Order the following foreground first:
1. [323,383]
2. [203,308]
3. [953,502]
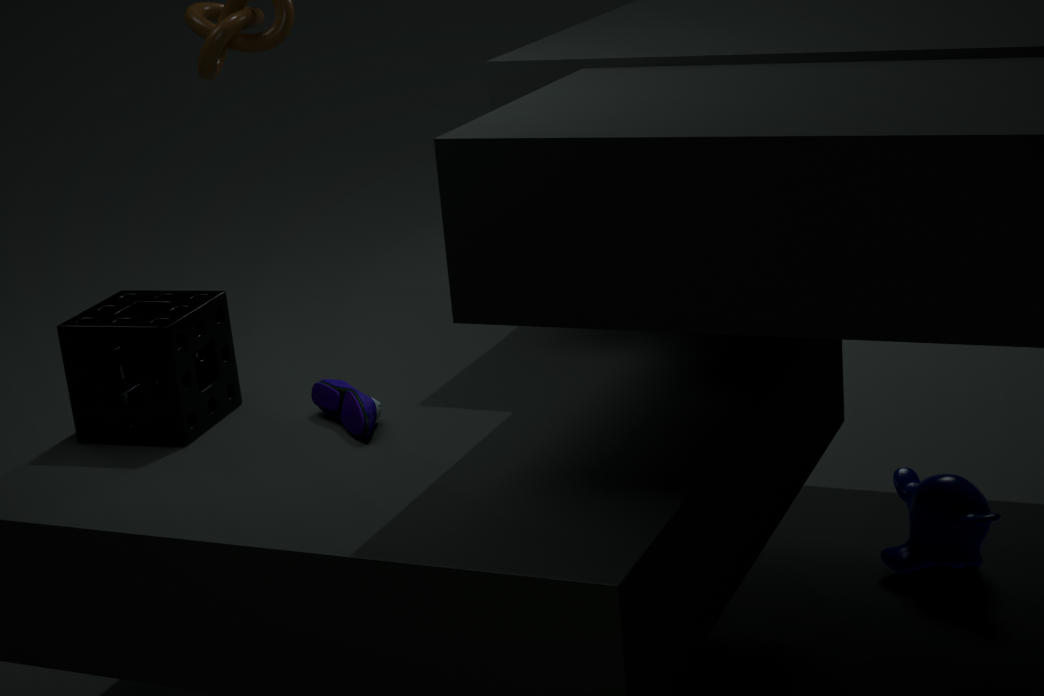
[203,308]
[323,383]
[953,502]
